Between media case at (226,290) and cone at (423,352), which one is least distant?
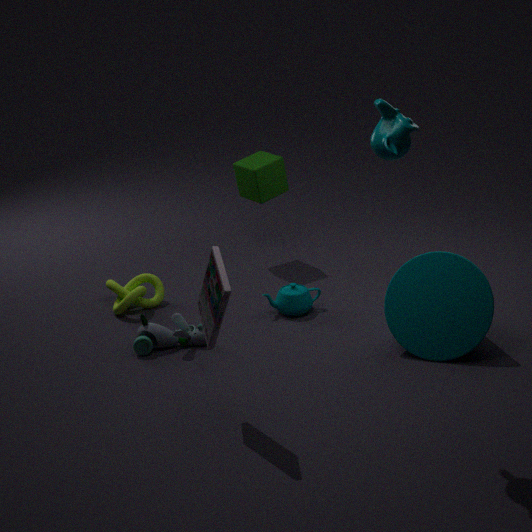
media case at (226,290)
